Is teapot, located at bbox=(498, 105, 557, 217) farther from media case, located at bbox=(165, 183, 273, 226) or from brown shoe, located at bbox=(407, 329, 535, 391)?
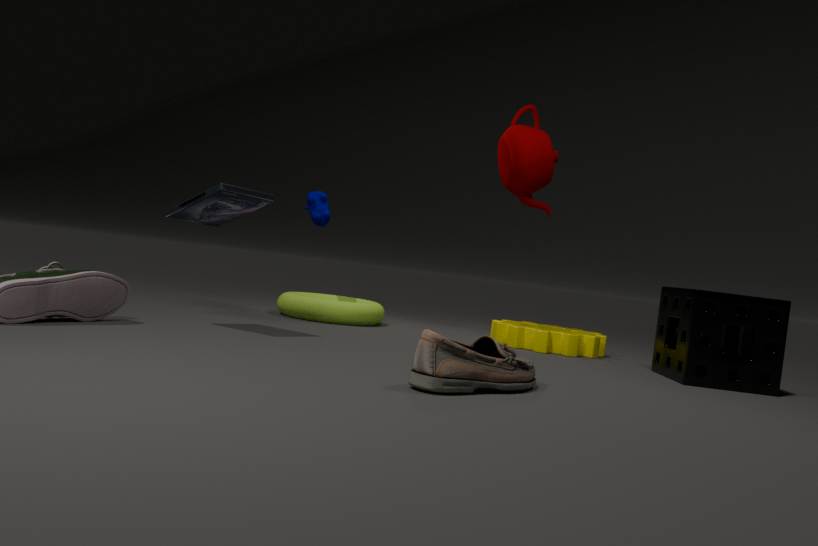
brown shoe, located at bbox=(407, 329, 535, 391)
